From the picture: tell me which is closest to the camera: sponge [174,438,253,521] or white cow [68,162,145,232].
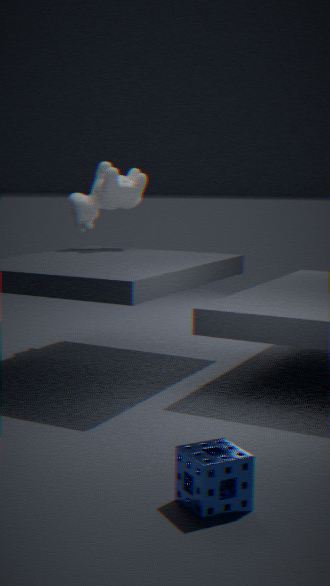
sponge [174,438,253,521]
